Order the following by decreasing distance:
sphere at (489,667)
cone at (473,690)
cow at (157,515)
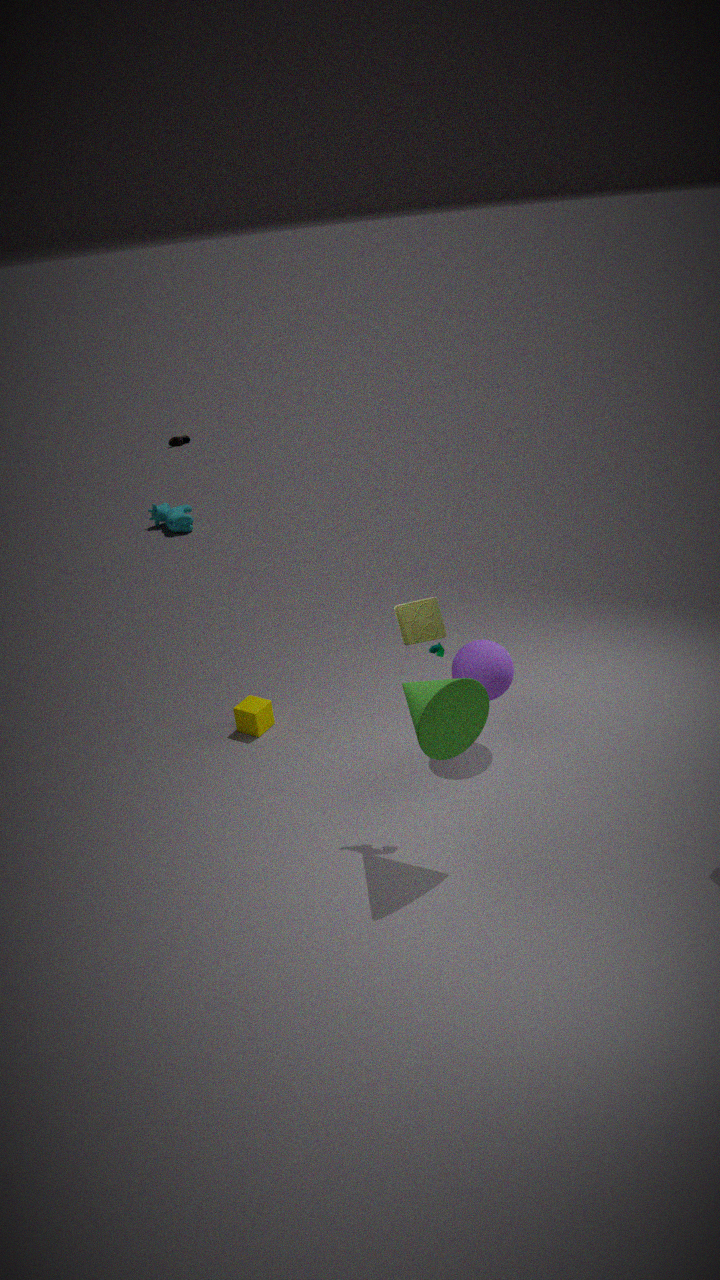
cow at (157,515), sphere at (489,667), cone at (473,690)
